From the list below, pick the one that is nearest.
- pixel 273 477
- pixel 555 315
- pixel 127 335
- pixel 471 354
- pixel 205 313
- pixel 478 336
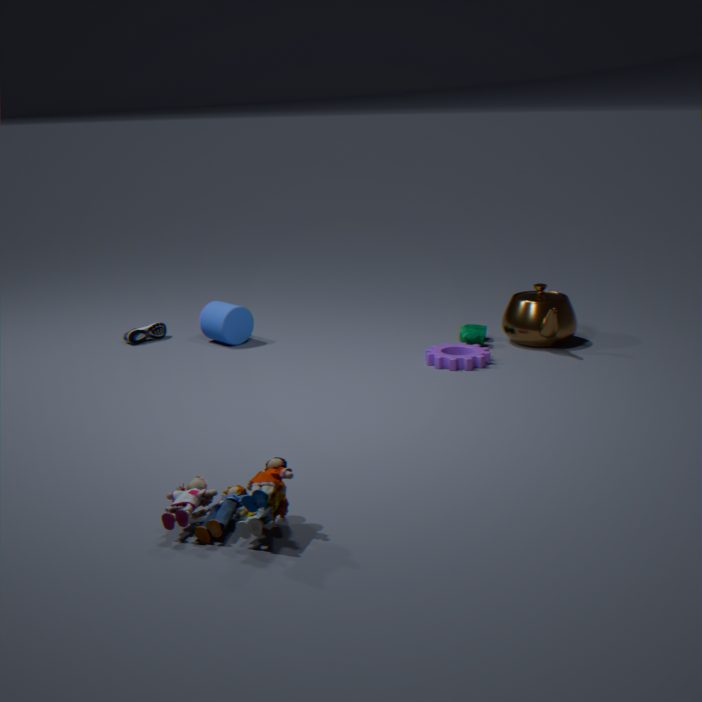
pixel 273 477
